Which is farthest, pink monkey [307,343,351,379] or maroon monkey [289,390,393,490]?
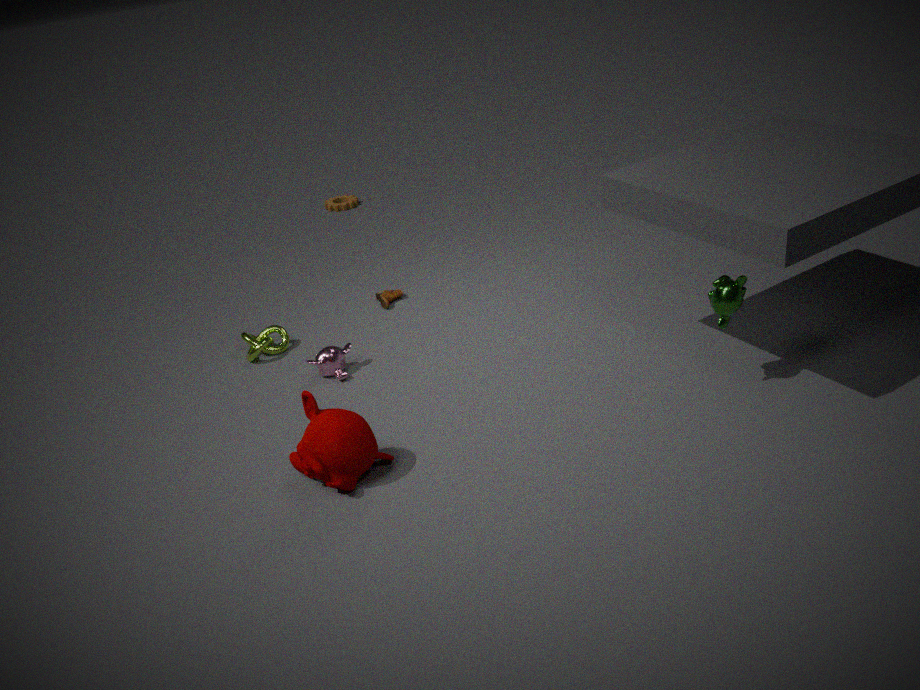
pink monkey [307,343,351,379]
